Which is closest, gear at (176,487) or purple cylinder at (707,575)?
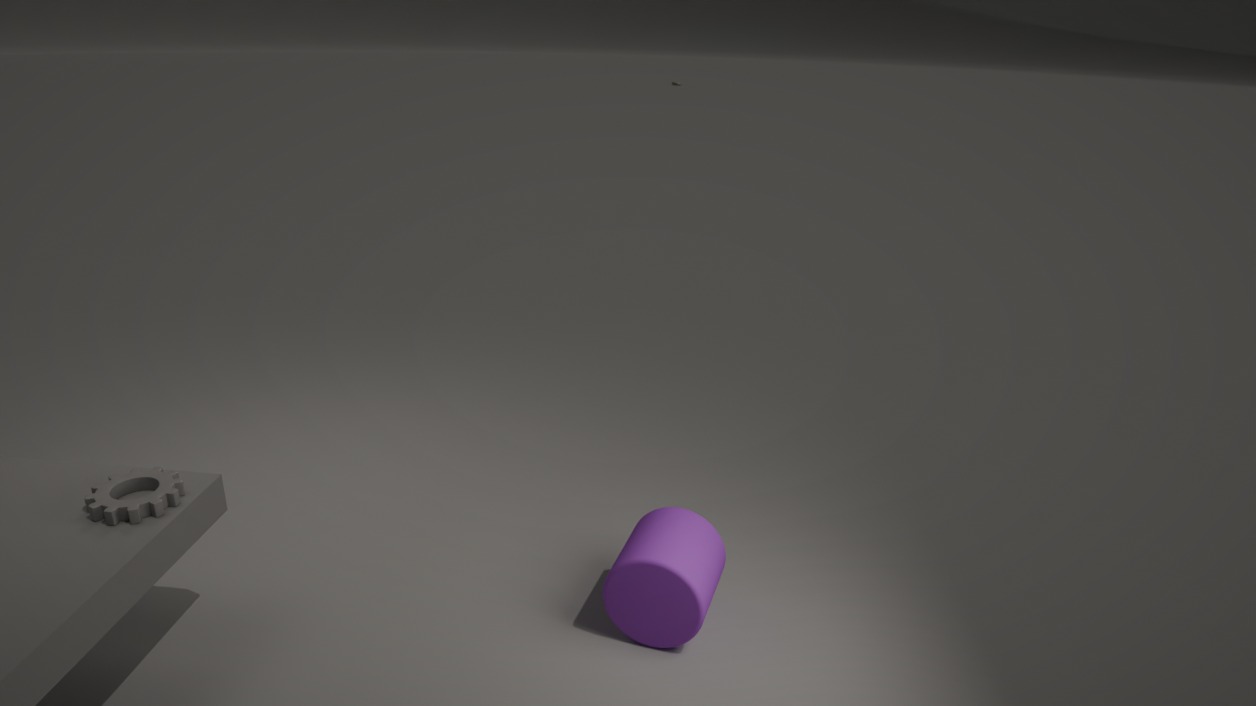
gear at (176,487)
